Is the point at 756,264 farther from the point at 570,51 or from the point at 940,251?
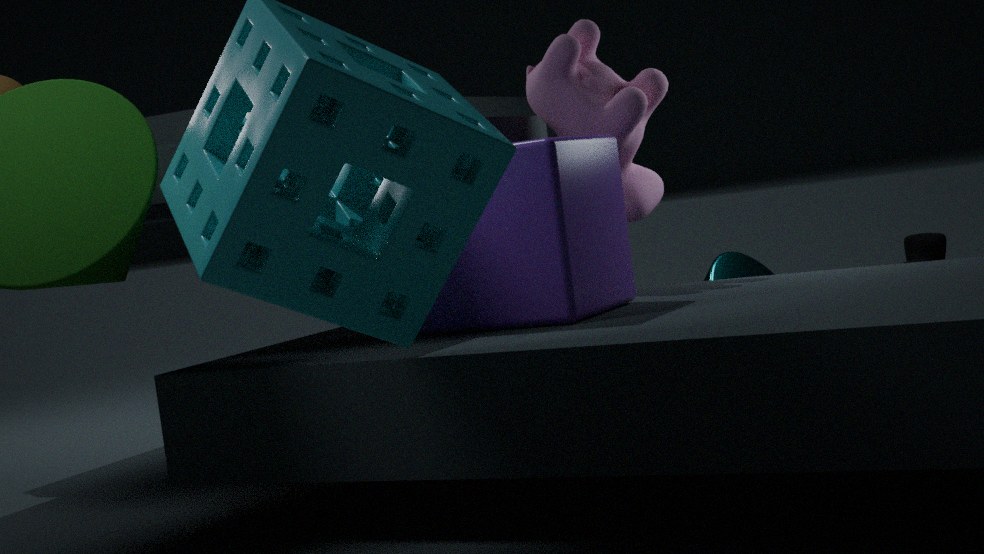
the point at 940,251
